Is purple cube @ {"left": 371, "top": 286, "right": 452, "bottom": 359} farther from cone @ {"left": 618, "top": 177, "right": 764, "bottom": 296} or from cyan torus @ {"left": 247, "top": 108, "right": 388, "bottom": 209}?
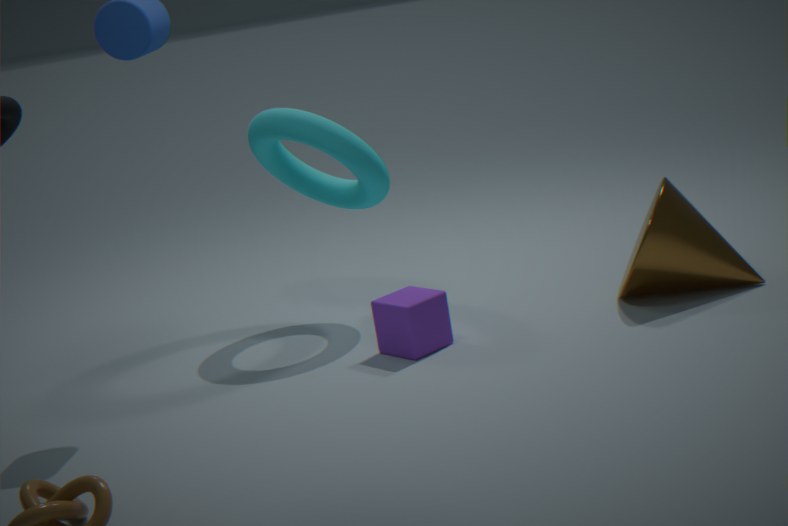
cone @ {"left": 618, "top": 177, "right": 764, "bottom": 296}
